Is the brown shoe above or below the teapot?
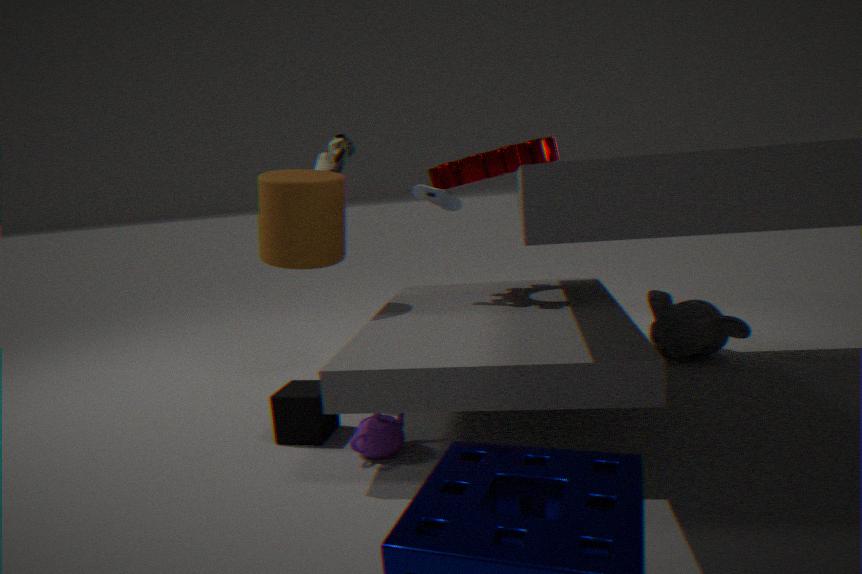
above
